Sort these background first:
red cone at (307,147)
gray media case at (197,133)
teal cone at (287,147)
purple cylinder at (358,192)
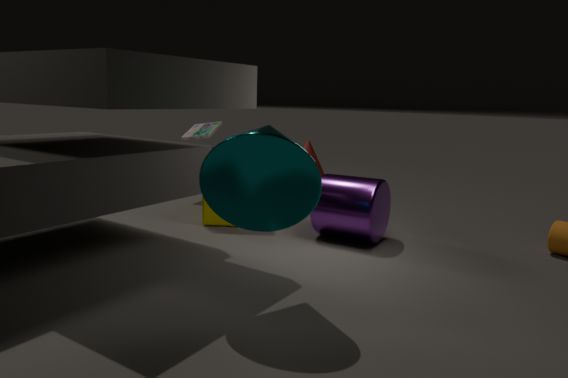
red cone at (307,147) < gray media case at (197,133) < purple cylinder at (358,192) < teal cone at (287,147)
